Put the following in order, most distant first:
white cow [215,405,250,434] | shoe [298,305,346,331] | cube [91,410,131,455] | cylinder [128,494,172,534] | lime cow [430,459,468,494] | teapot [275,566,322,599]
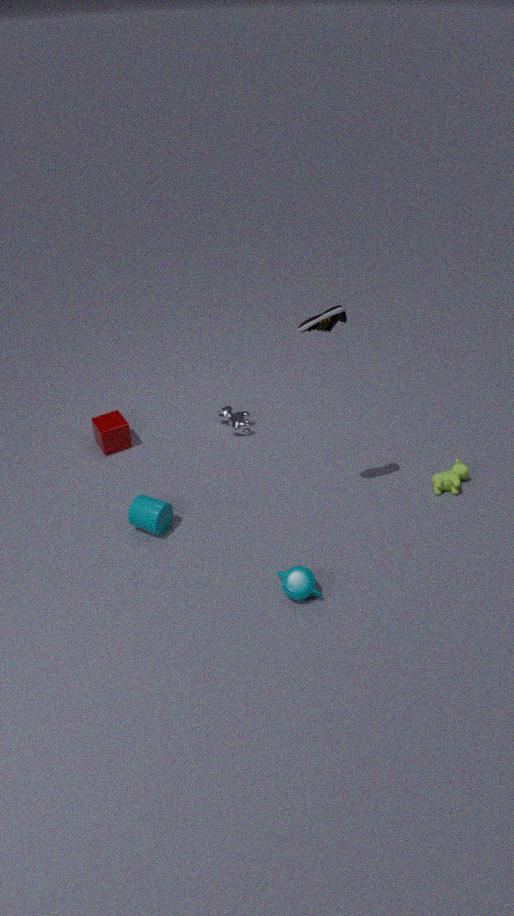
white cow [215,405,250,434] → cube [91,410,131,455] → lime cow [430,459,468,494] → cylinder [128,494,172,534] → teapot [275,566,322,599] → shoe [298,305,346,331]
